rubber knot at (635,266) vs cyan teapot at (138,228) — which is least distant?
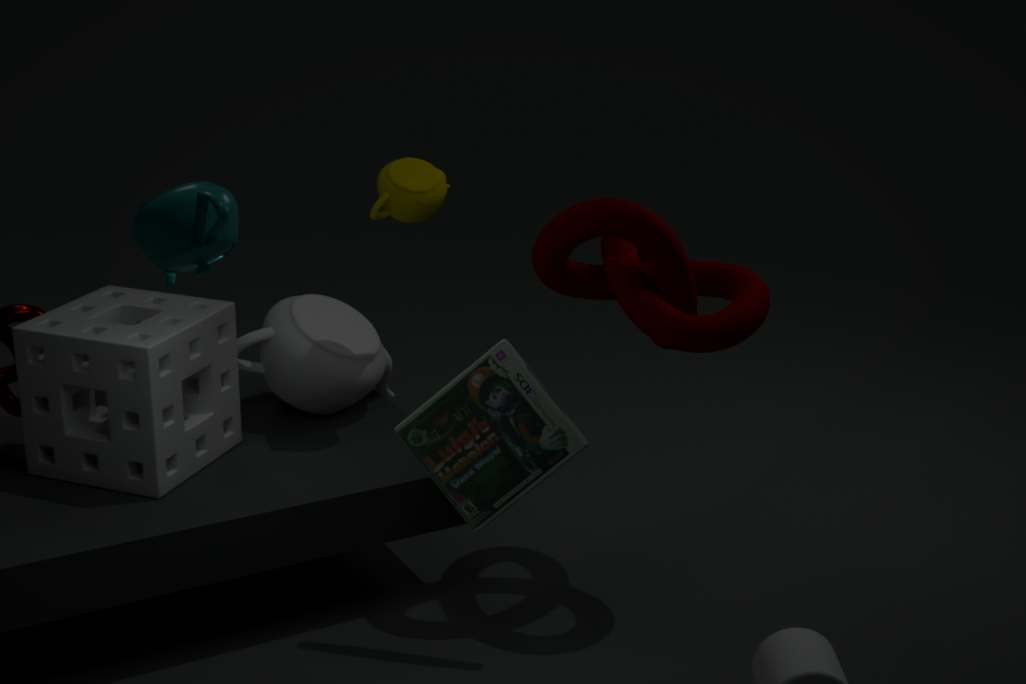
cyan teapot at (138,228)
